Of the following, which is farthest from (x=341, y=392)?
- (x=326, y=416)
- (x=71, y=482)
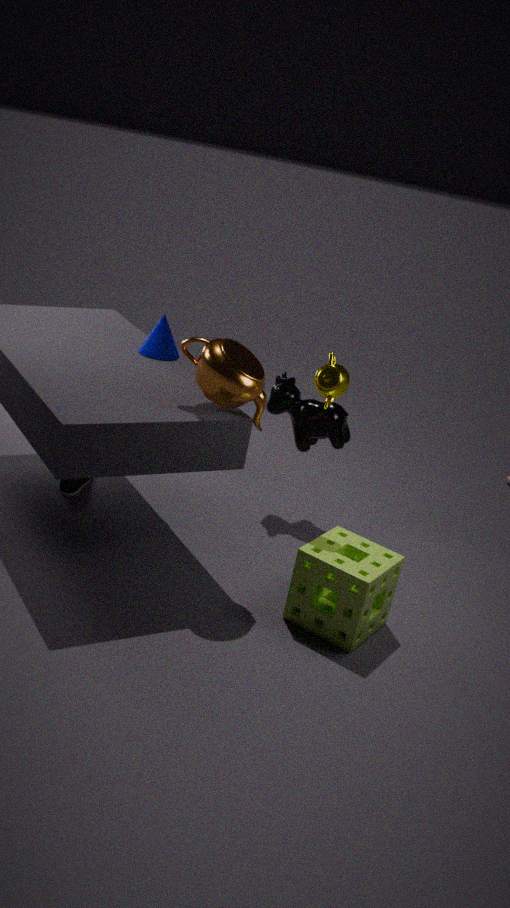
(x=71, y=482)
